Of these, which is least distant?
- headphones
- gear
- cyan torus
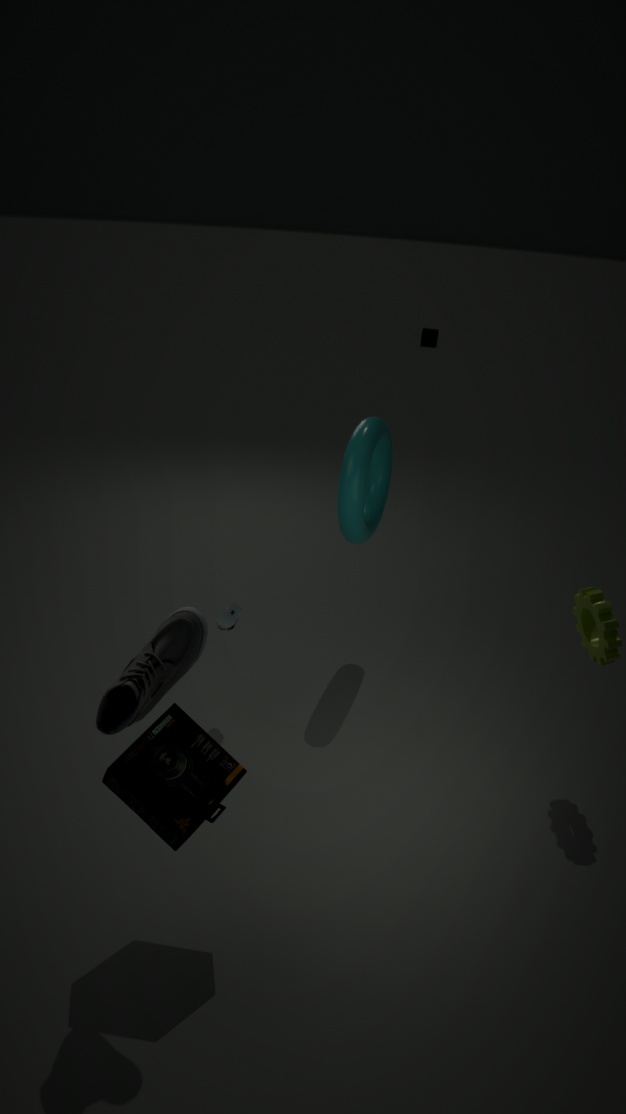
headphones
